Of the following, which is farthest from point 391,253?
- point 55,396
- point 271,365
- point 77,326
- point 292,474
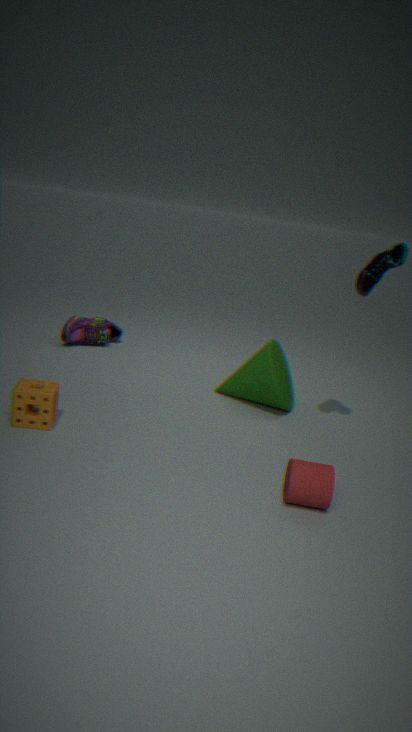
point 77,326
